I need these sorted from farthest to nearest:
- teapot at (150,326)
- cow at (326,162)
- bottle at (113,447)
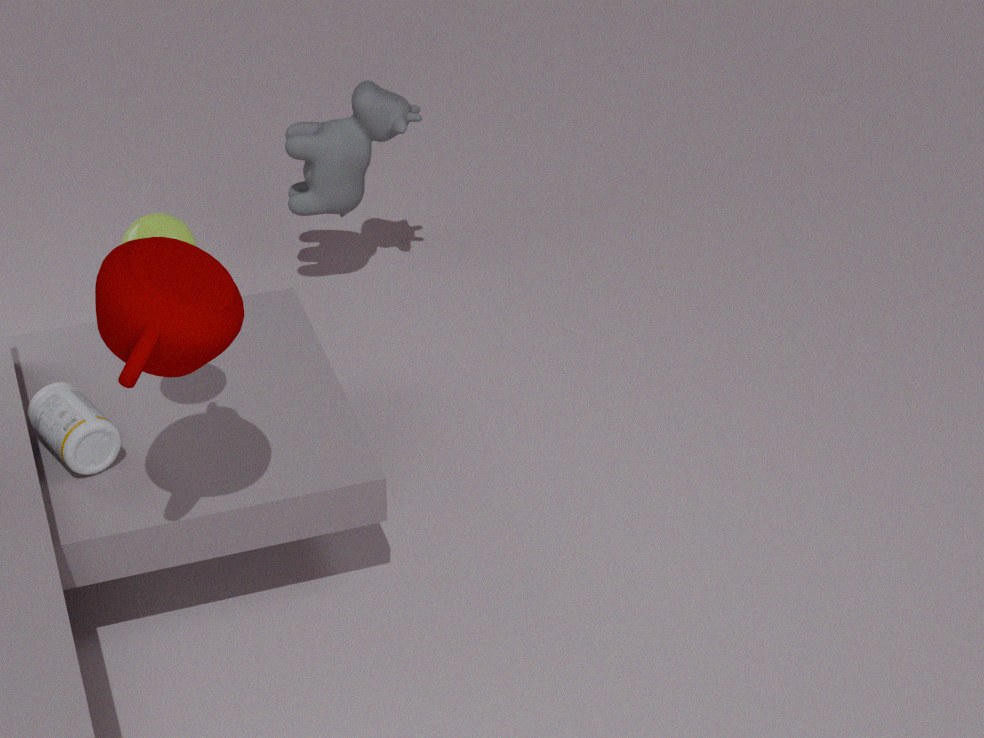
cow at (326,162), bottle at (113,447), teapot at (150,326)
